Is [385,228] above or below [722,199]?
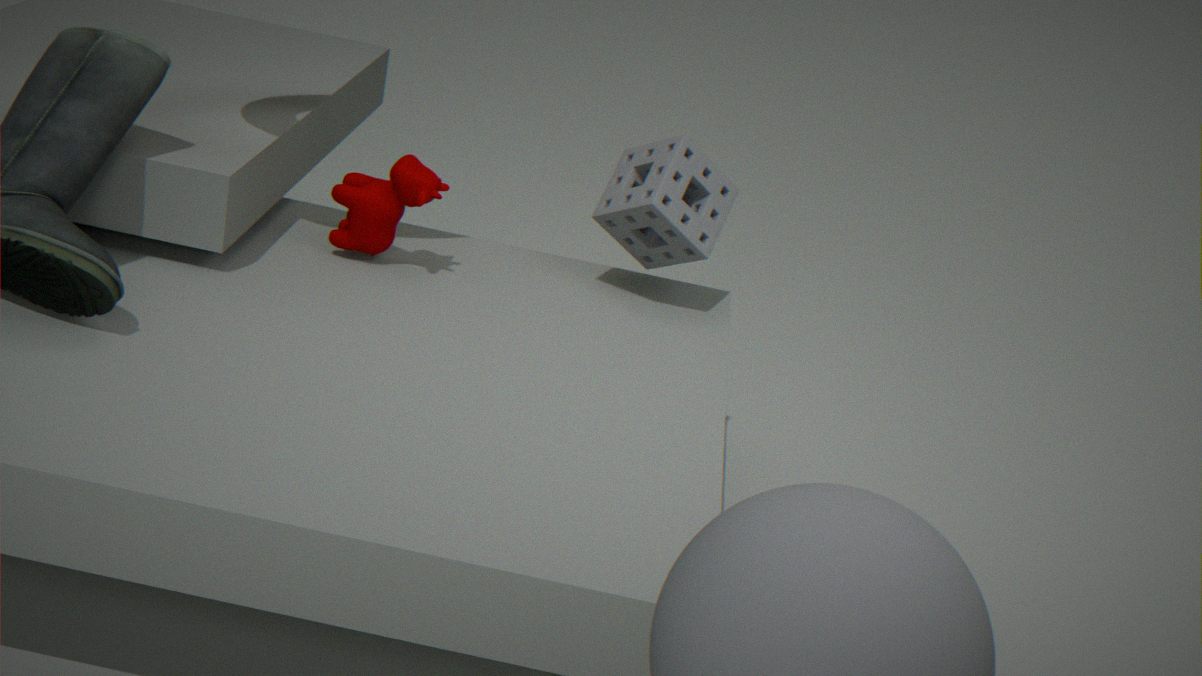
below
